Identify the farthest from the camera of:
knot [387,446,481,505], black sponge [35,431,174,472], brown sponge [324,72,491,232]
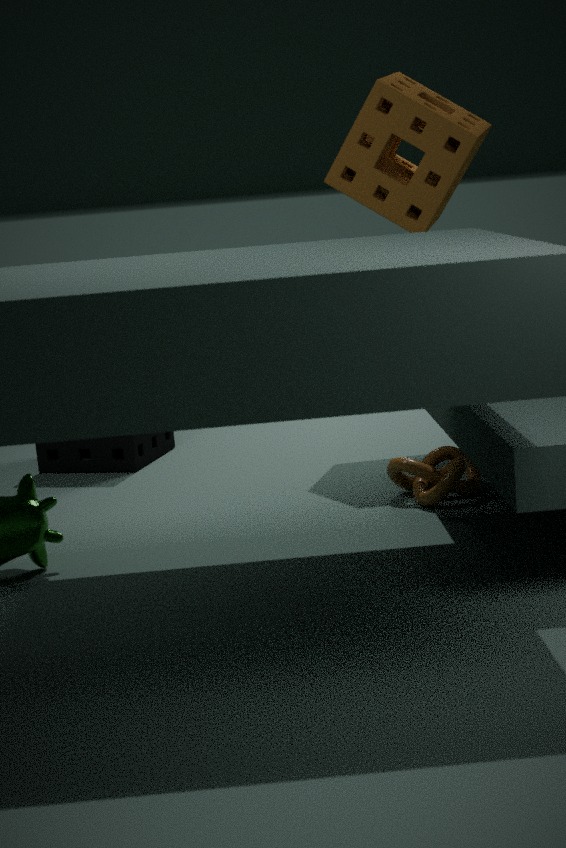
black sponge [35,431,174,472]
